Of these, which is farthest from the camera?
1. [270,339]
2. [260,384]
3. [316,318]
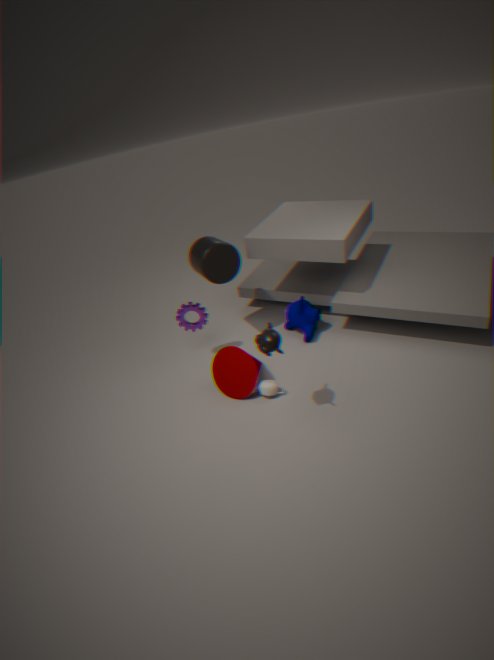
[316,318]
